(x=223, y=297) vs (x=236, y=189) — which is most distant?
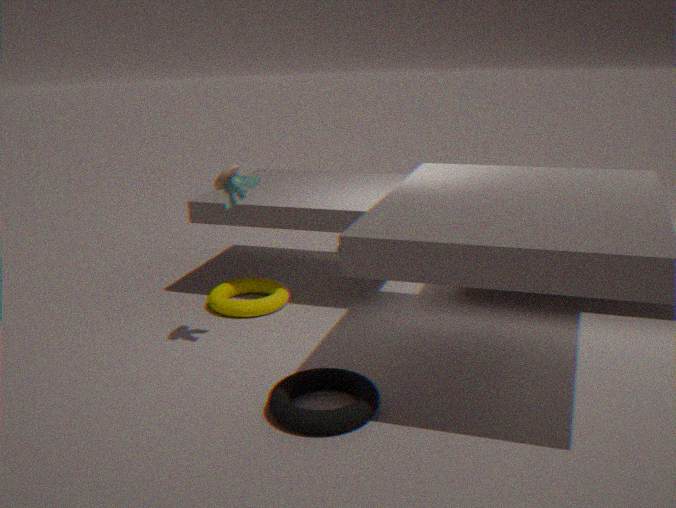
(x=223, y=297)
